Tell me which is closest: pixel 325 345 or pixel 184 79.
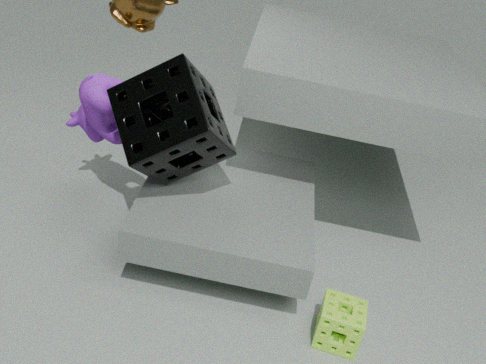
pixel 184 79
